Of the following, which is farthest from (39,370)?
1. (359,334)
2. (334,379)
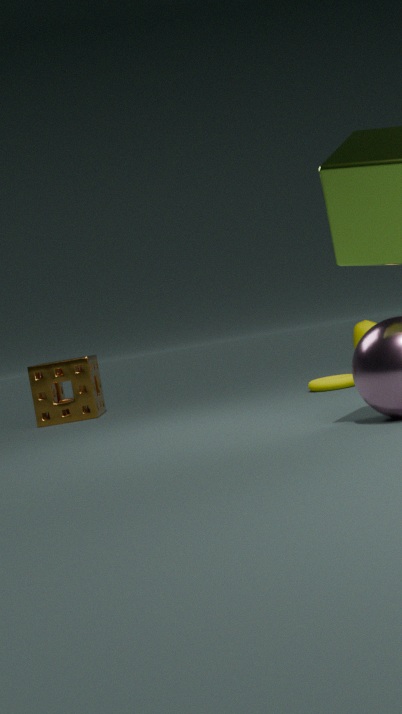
(359,334)
